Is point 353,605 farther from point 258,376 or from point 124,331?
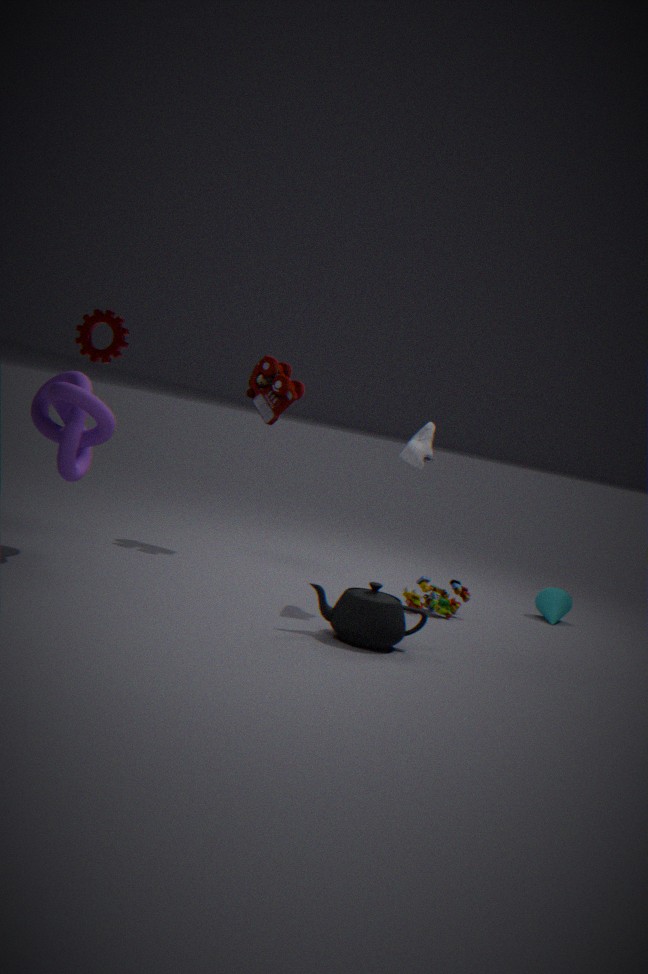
point 124,331
